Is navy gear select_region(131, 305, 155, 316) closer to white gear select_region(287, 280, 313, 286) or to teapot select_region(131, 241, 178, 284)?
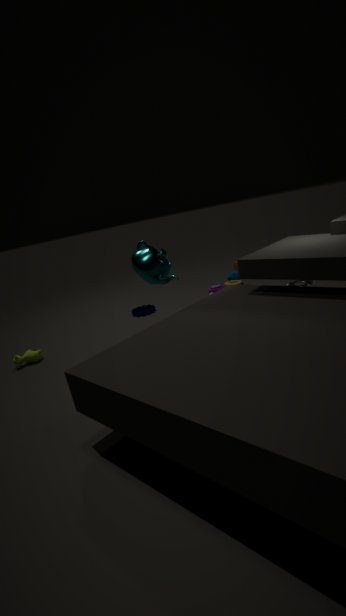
teapot select_region(131, 241, 178, 284)
